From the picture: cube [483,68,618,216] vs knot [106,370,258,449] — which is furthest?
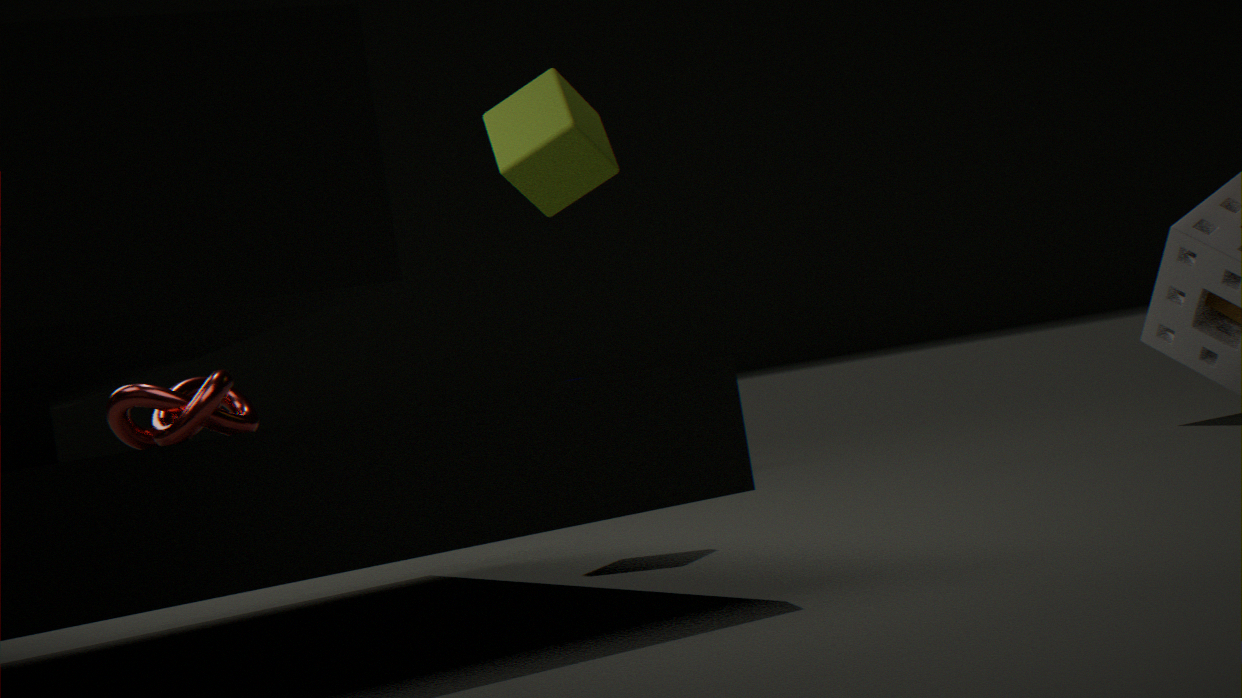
cube [483,68,618,216]
